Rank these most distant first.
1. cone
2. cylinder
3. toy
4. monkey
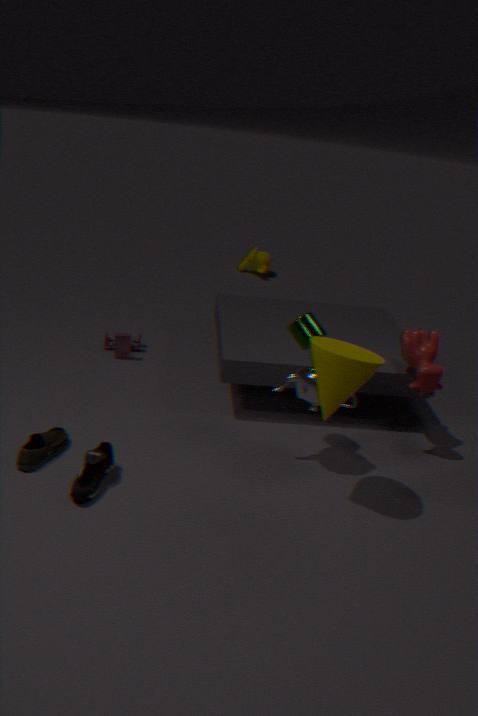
monkey < toy < cylinder < cone
